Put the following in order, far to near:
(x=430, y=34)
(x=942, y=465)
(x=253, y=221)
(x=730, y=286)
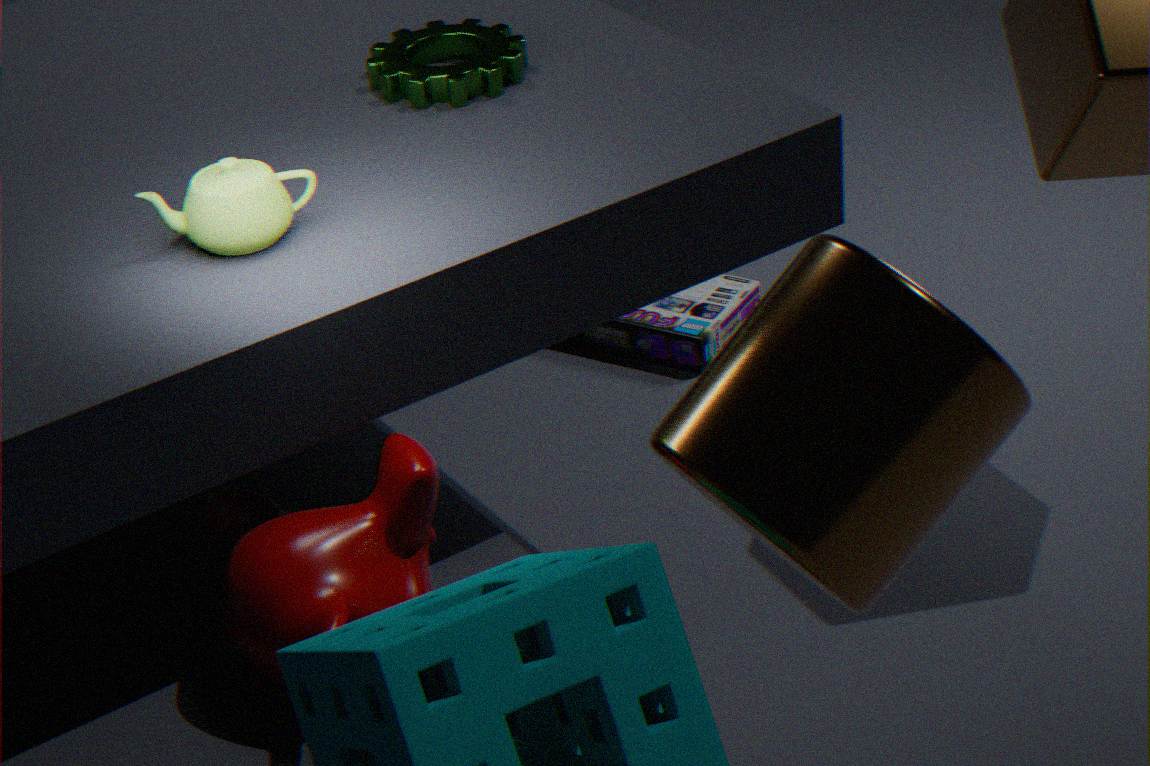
(x=730, y=286) → (x=430, y=34) → (x=253, y=221) → (x=942, y=465)
